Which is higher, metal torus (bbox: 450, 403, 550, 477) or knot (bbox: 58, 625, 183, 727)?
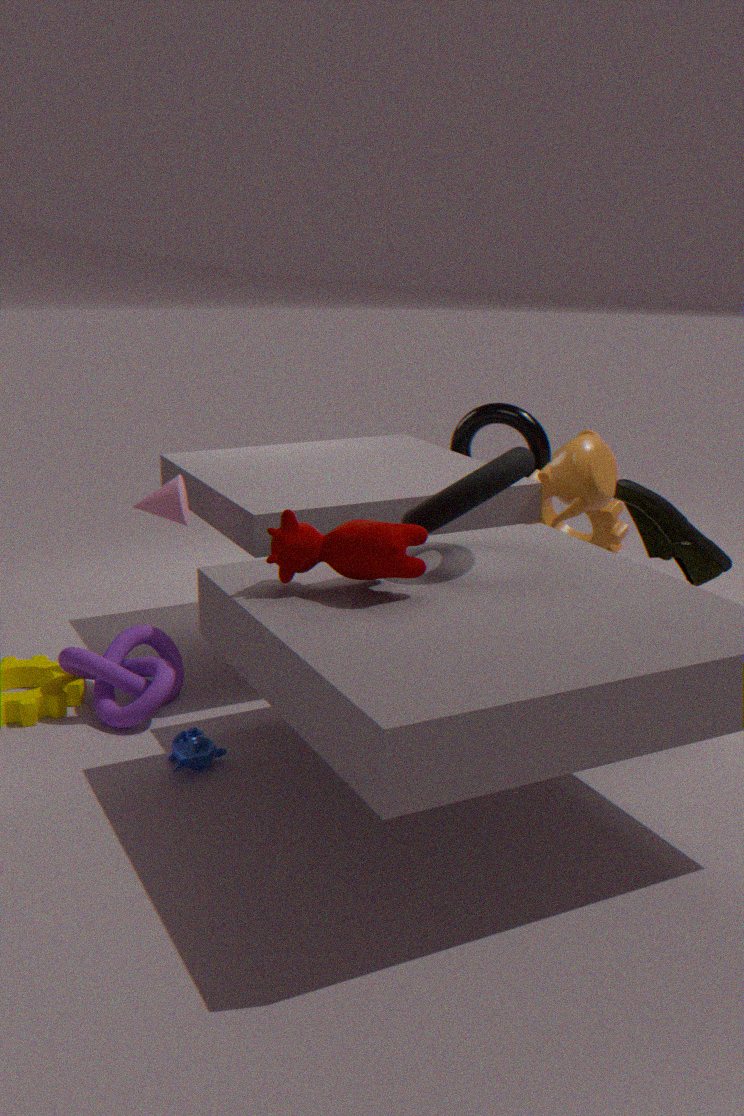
metal torus (bbox: 450, 403, 550, 477)
